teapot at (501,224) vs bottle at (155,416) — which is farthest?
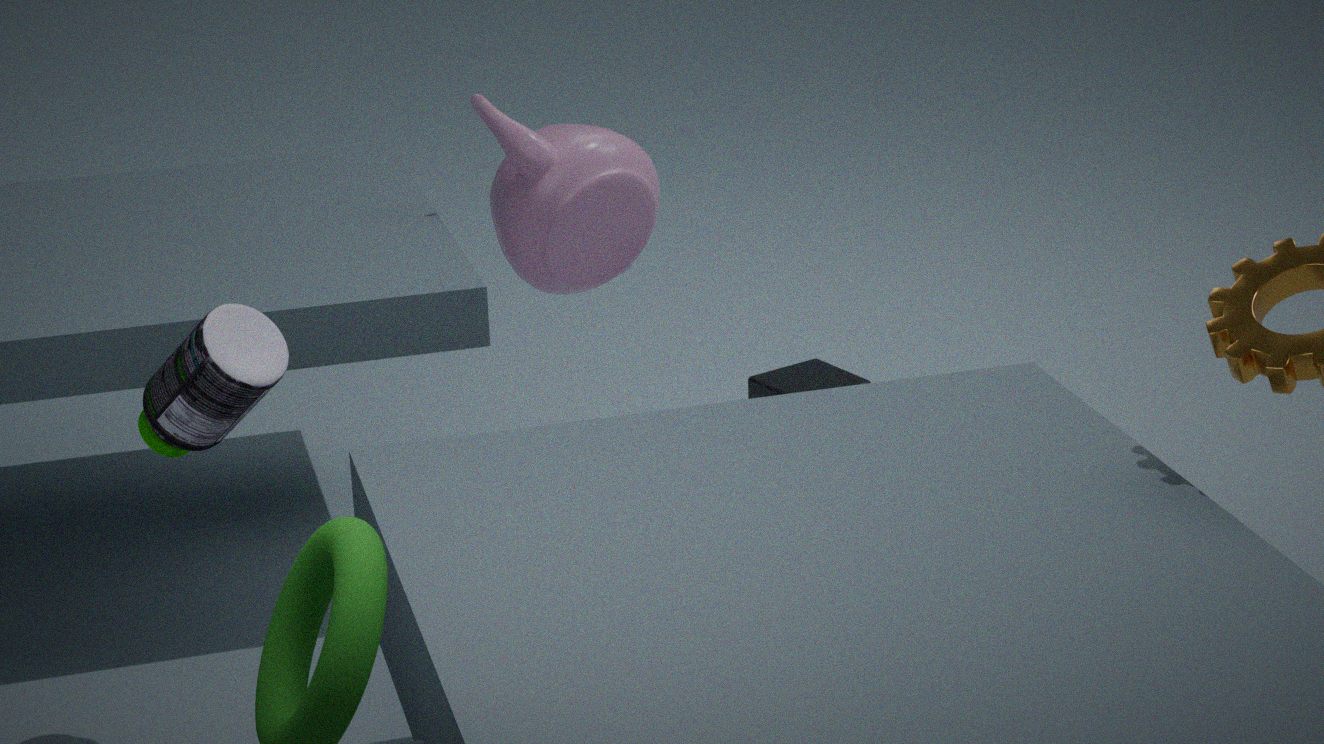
teapot at (501,224)
